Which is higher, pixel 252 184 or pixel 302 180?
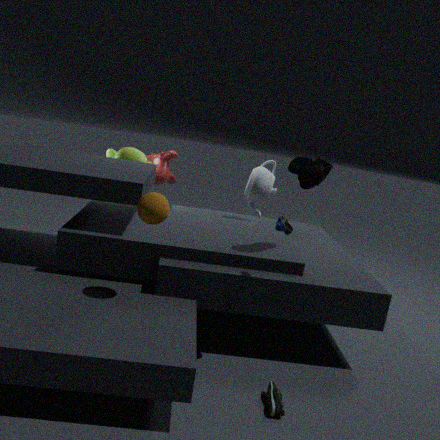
pixel 302 180
